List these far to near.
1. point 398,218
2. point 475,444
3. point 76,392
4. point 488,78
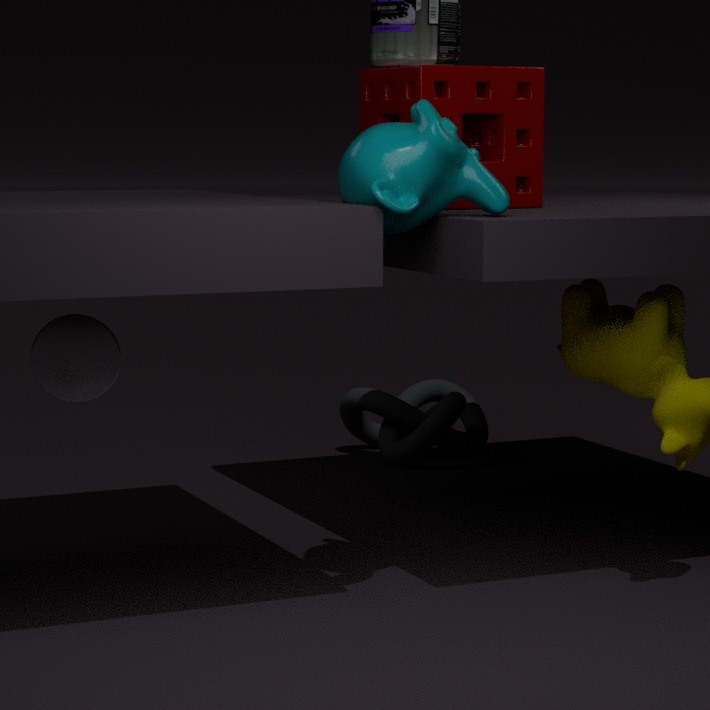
point 475,444 < point 488,78 < point 76,392 < point 398,218
